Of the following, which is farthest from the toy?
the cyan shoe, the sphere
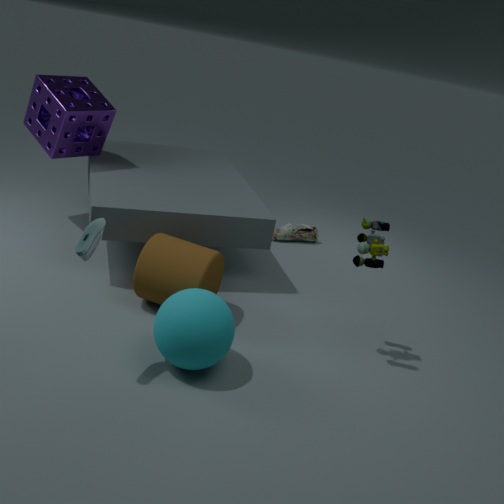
the cyan shoe
